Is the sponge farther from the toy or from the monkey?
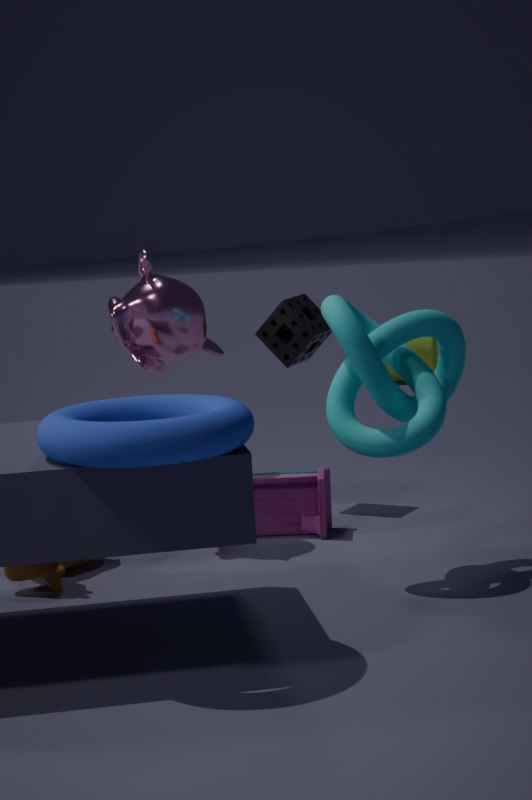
the toy
